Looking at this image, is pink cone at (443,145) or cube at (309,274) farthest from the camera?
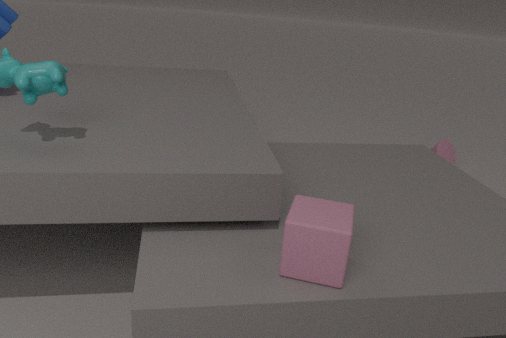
pink cone at (443,145)
